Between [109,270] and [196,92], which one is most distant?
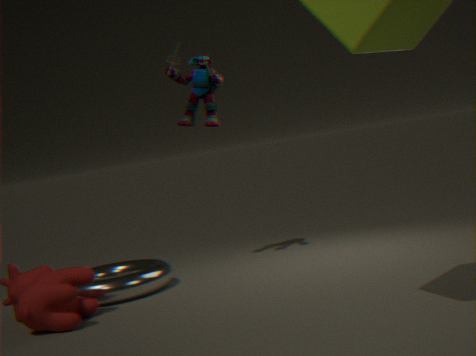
[196,92]
